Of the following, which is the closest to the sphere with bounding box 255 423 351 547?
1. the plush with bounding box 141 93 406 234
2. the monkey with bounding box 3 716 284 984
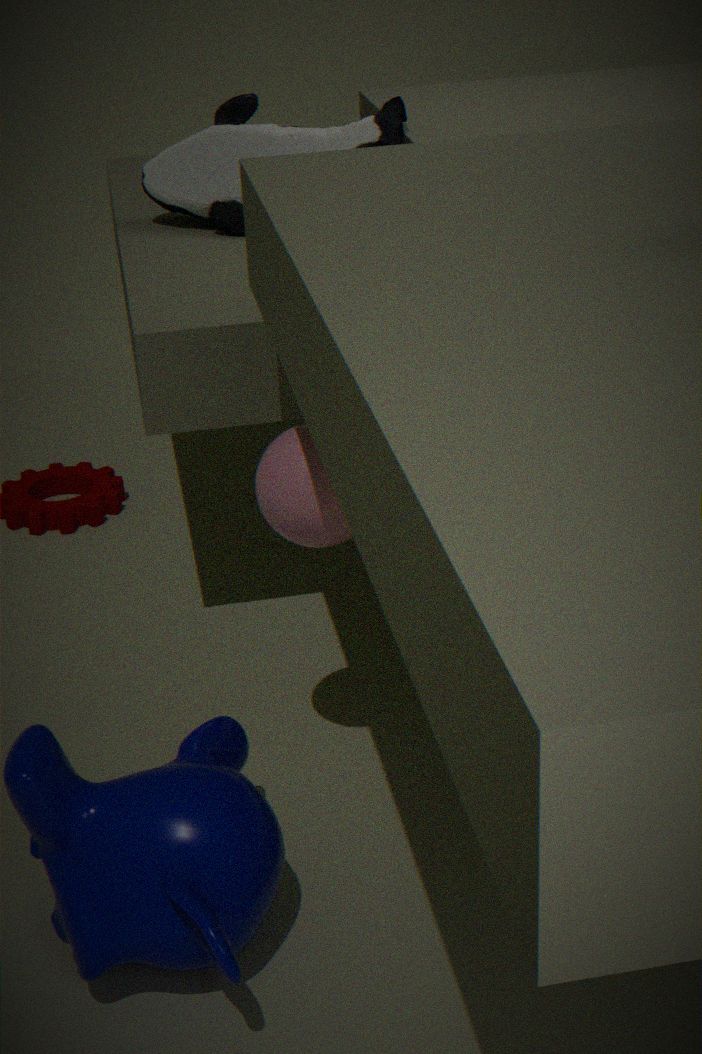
the monkey with bounding box 3 716 284 984
